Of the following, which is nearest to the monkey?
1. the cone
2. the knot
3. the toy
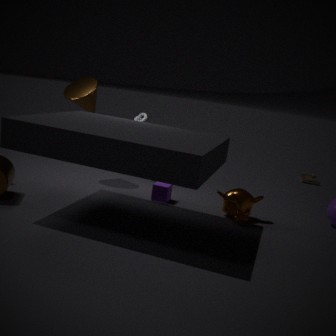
the knot
